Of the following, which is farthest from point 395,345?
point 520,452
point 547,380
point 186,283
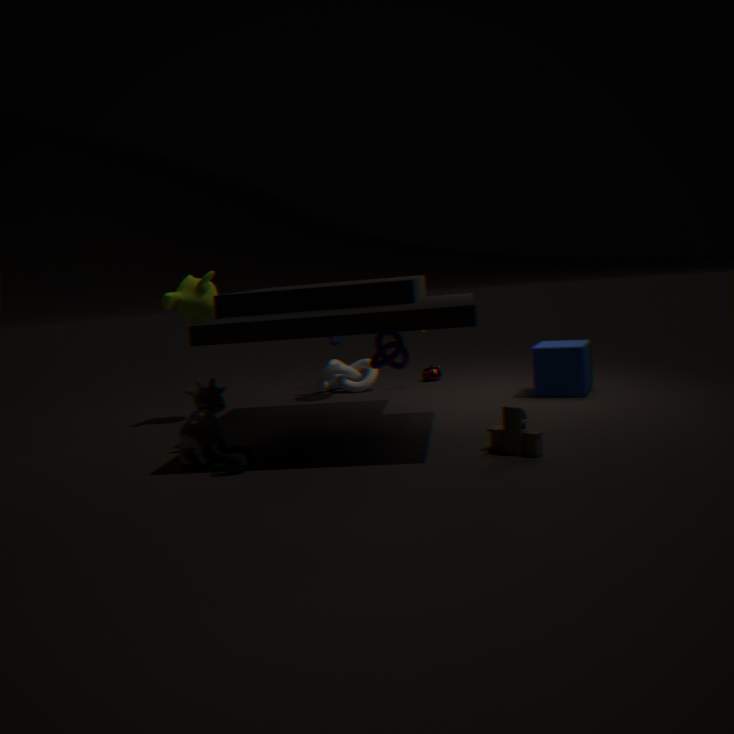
point 186,283
